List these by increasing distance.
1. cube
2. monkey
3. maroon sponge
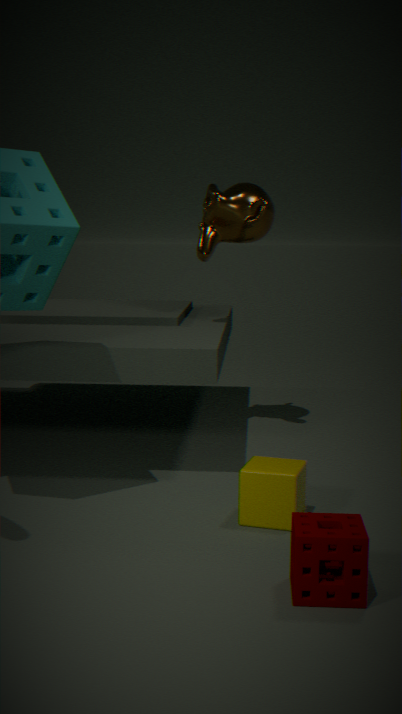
maroon sponge < cube < monkey
